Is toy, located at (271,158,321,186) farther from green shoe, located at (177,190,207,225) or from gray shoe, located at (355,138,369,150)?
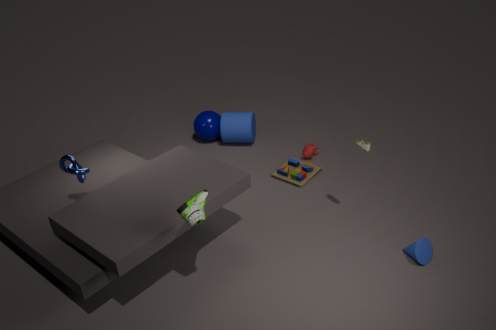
green shoe, located at (177,190,207,225)
